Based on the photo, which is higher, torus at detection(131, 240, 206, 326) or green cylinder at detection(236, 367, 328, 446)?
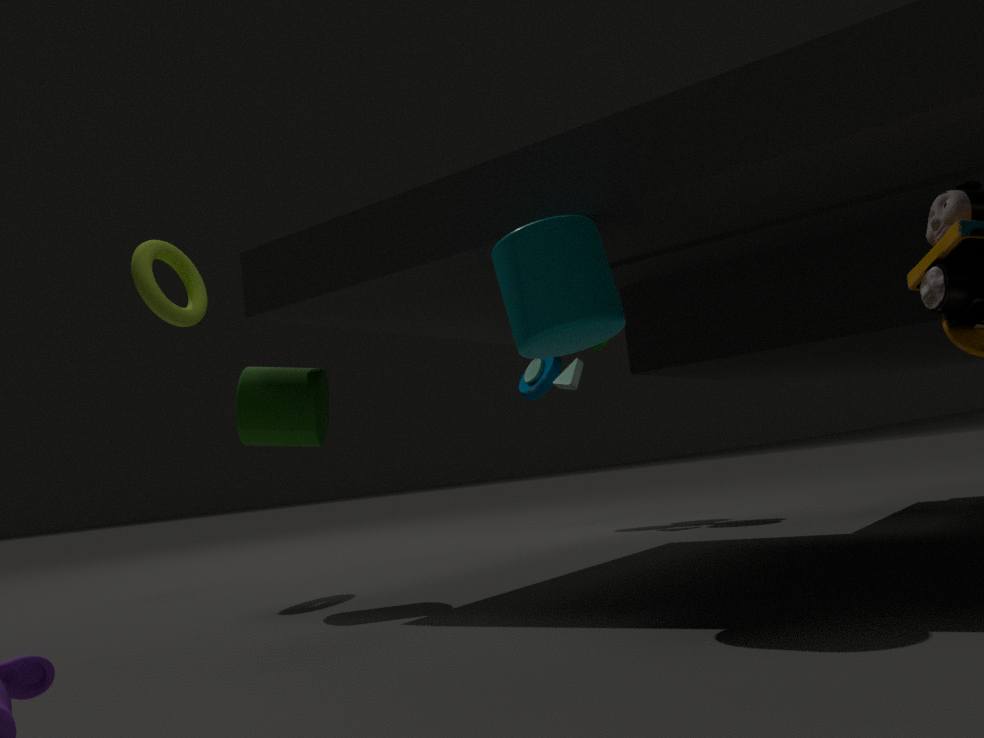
torus at detection(131, 240, 206, 326)
